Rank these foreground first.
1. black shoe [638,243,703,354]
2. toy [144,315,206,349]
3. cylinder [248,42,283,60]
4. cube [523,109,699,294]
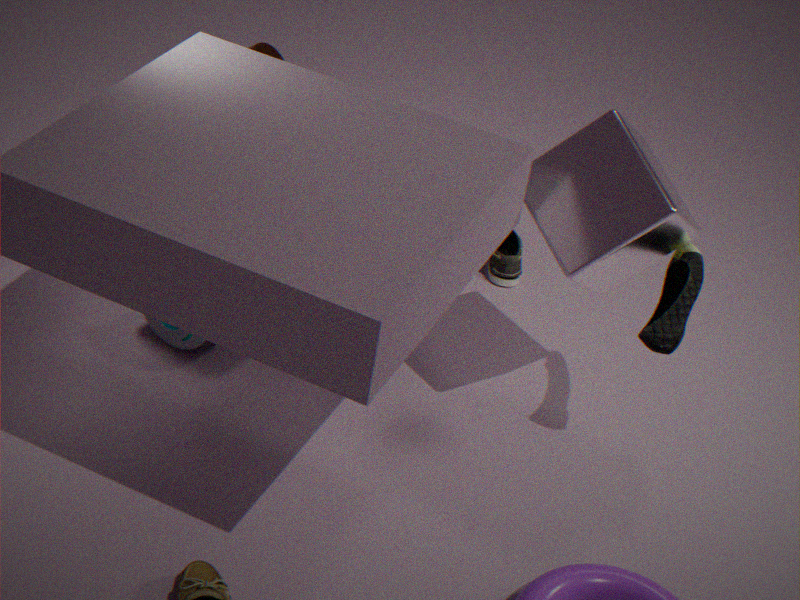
1. cube [523,109,699,294]
2. black shoe [638,243,703,354]
3. cylinder [248,42,283,60]
4. toy [144,315,206,349]
